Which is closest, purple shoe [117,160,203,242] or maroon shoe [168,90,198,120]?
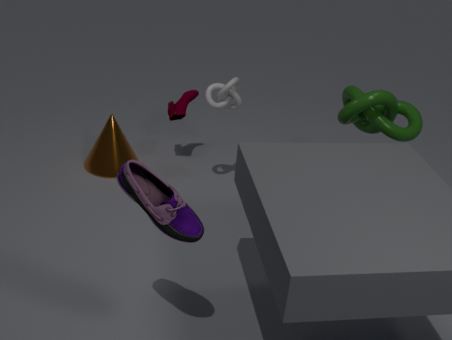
purple shoe [117,160,203,242]
